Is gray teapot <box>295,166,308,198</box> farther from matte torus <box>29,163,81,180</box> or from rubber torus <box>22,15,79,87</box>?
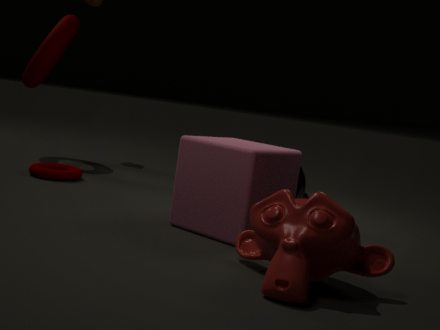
rubber torus <box>22,15,79,87</box>
